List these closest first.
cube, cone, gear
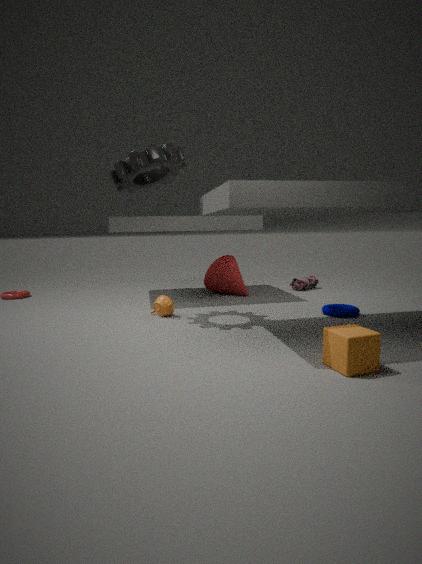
cube < gear < cone
